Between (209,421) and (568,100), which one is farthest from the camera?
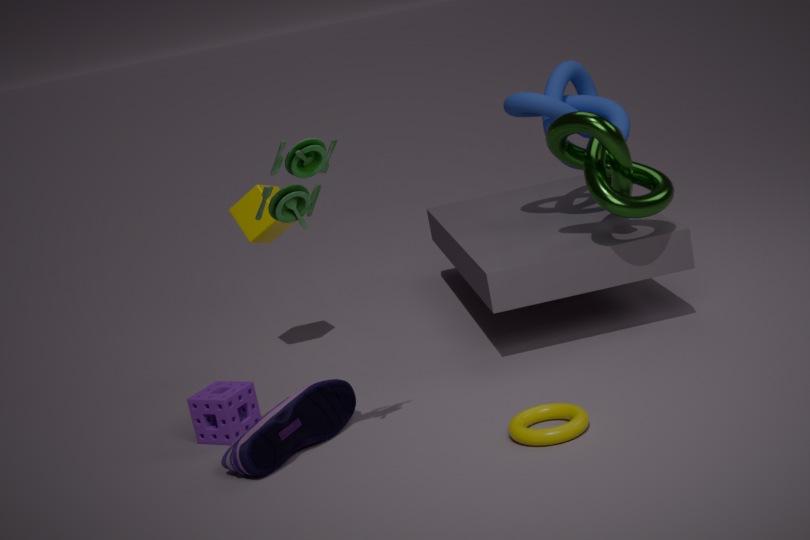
(568,100)
